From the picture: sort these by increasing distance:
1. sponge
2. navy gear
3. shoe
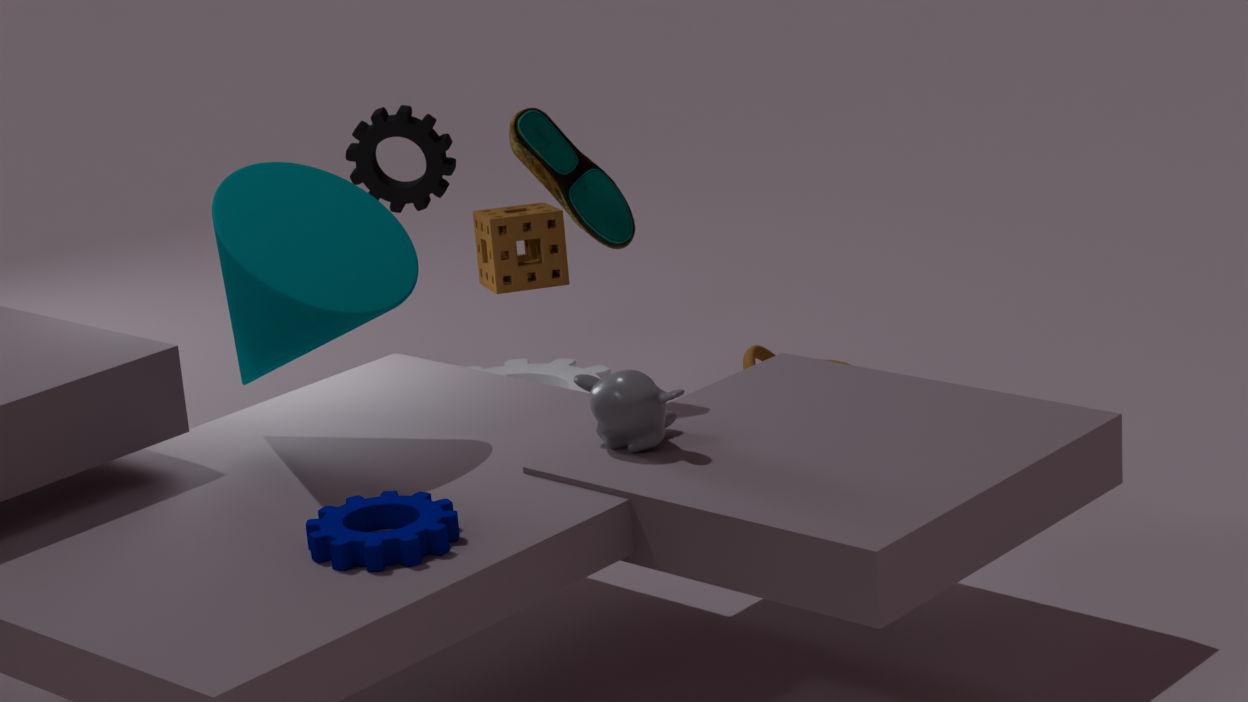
navy gear → shoe → sponge
